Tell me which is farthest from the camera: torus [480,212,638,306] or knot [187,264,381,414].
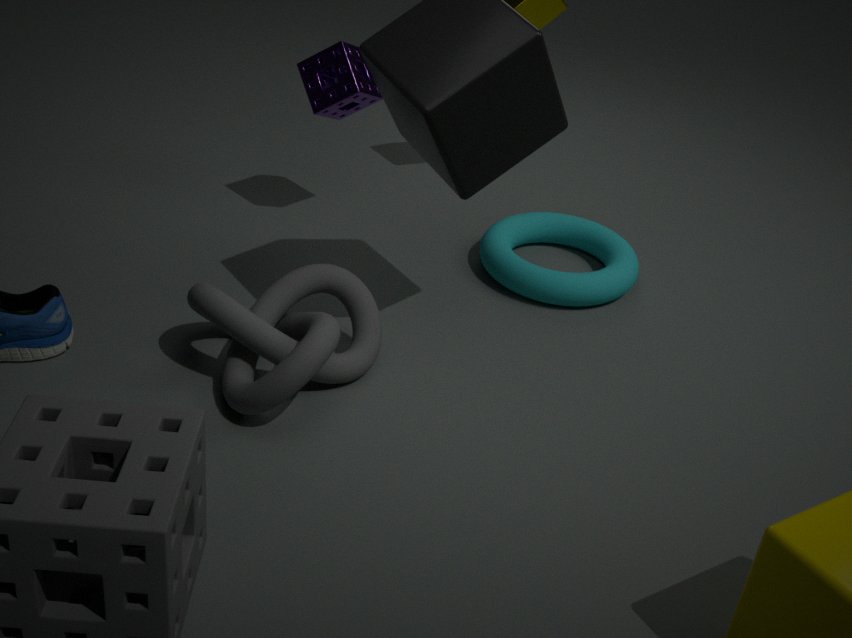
torus [480,212,638,306]
